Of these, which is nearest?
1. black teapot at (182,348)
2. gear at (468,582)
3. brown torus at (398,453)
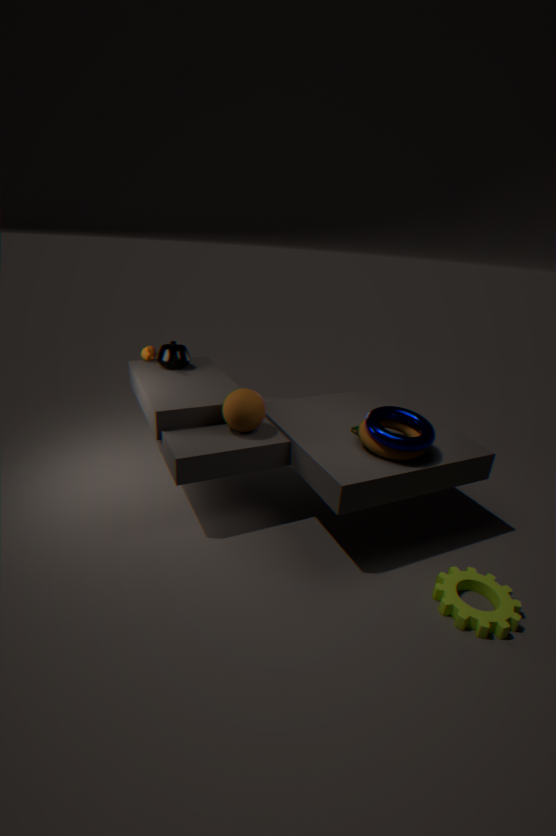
gear at (468,582)
